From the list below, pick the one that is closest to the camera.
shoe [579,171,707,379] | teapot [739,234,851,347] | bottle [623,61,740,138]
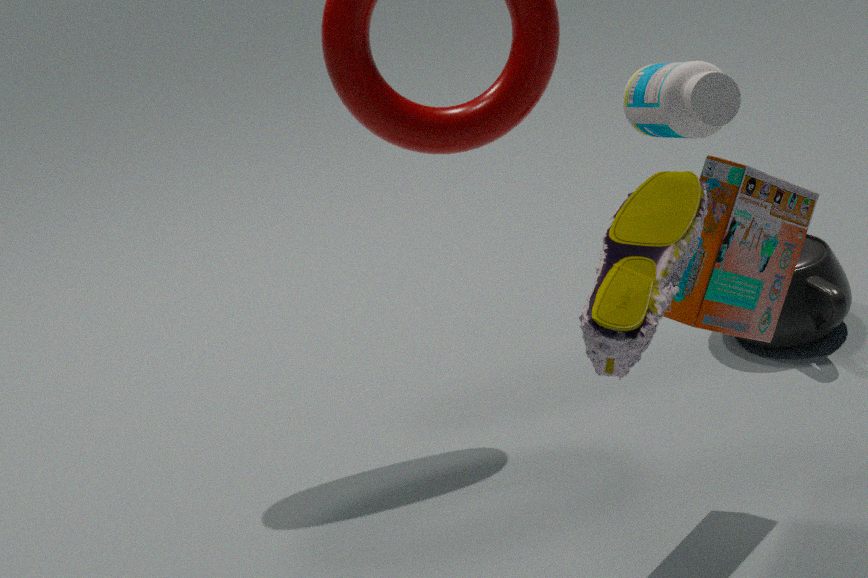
shoe [579,171,707,379]
